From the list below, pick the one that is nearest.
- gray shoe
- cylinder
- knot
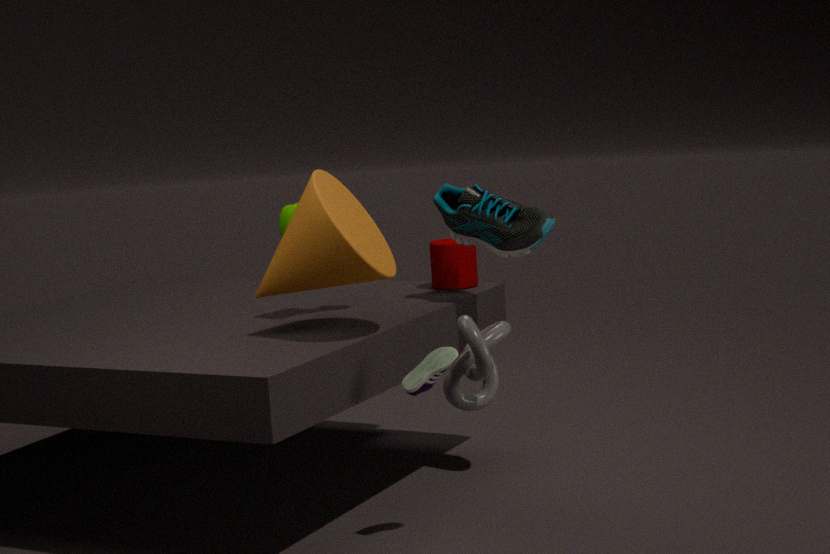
knot
